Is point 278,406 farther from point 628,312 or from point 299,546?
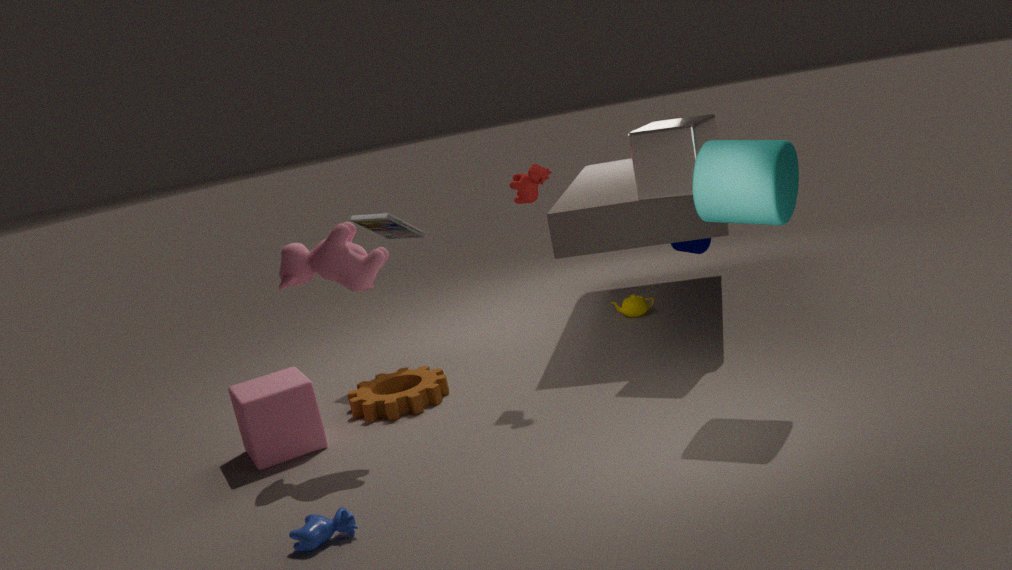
point 628,312
